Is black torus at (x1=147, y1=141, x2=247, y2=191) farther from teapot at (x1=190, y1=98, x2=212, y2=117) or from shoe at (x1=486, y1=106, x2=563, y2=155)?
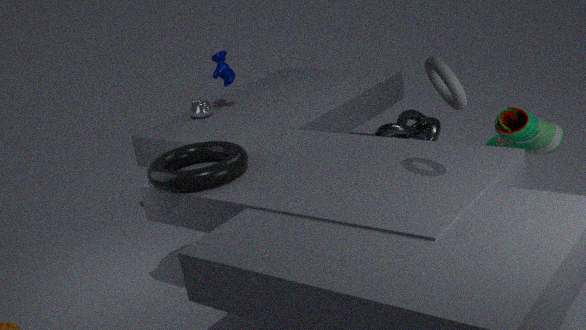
shoe at (x1=486, y1=106, x2=563, y2=155)
